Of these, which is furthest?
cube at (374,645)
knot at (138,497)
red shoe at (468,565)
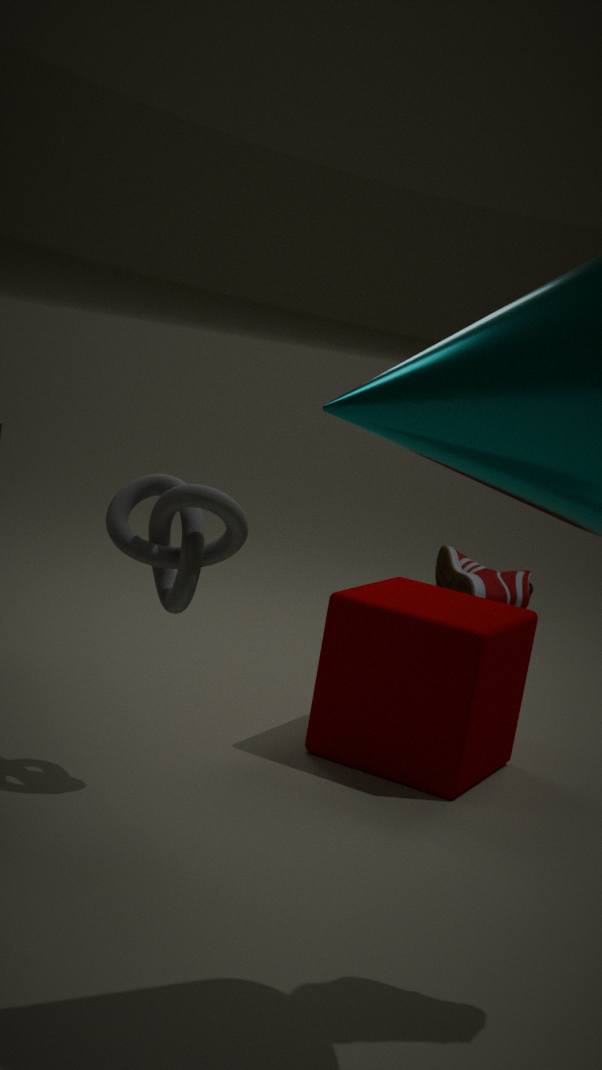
red shoe at (468,565)
